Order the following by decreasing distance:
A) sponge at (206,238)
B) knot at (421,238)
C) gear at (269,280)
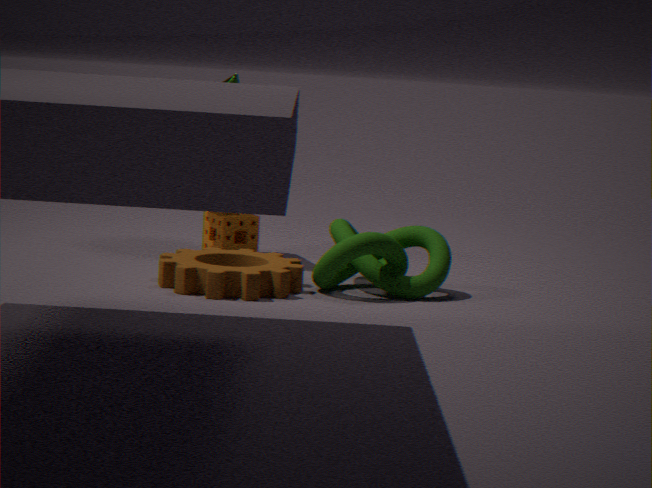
sponge at (206,238) → knot at (421,238) → gear at (269,280)
